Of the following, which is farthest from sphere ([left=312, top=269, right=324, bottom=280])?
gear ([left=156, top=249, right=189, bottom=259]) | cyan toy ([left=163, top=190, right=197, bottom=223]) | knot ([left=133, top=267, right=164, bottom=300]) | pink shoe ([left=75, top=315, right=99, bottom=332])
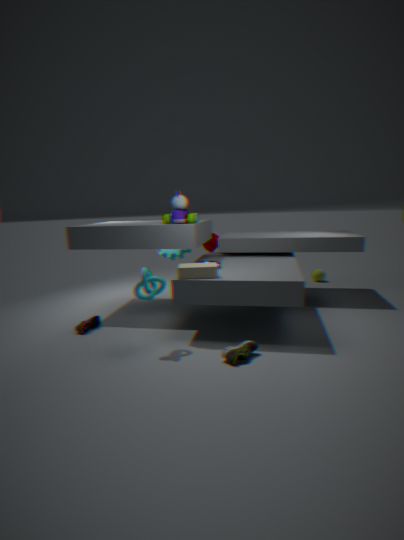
pink shoe ([left=75, top=315, right=99, bottom=332])
